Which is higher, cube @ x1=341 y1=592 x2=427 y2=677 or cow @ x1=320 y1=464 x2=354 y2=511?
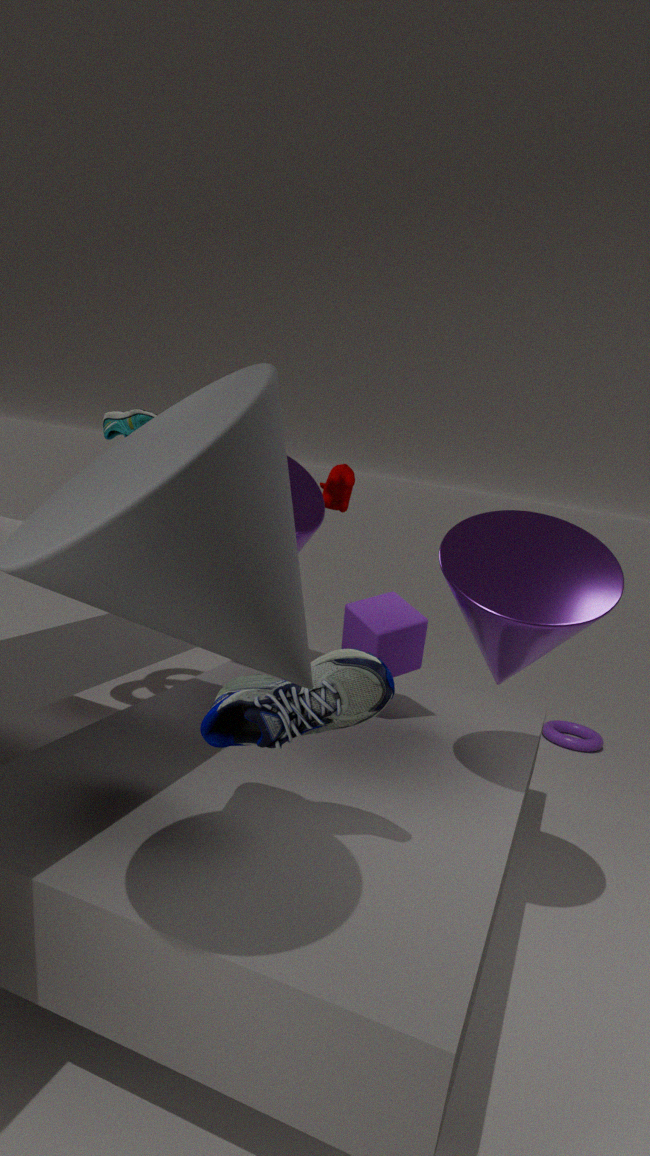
cow @ x1=320 y1=464 x2=354 y2=511
